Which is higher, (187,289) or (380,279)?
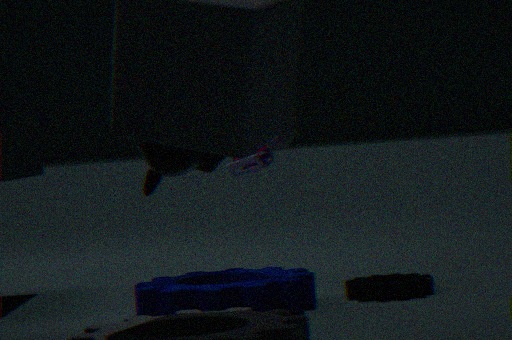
(187,289)
